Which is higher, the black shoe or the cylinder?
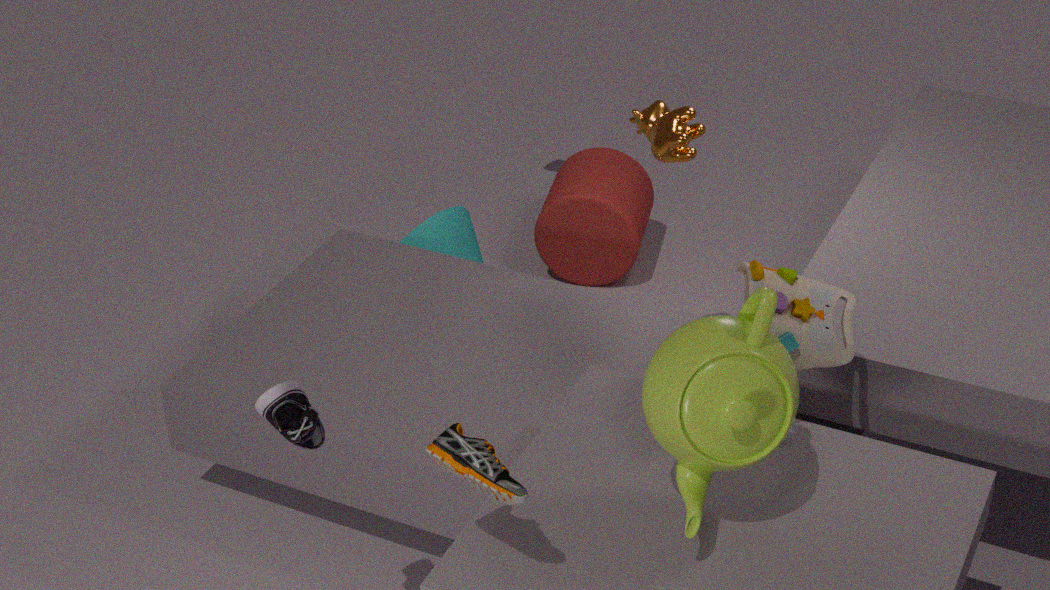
the black shoe
